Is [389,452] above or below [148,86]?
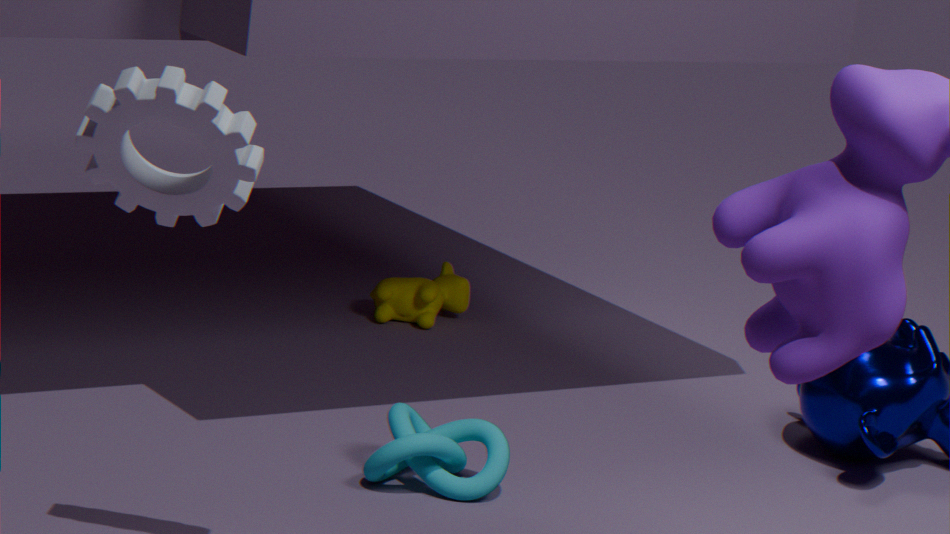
below
